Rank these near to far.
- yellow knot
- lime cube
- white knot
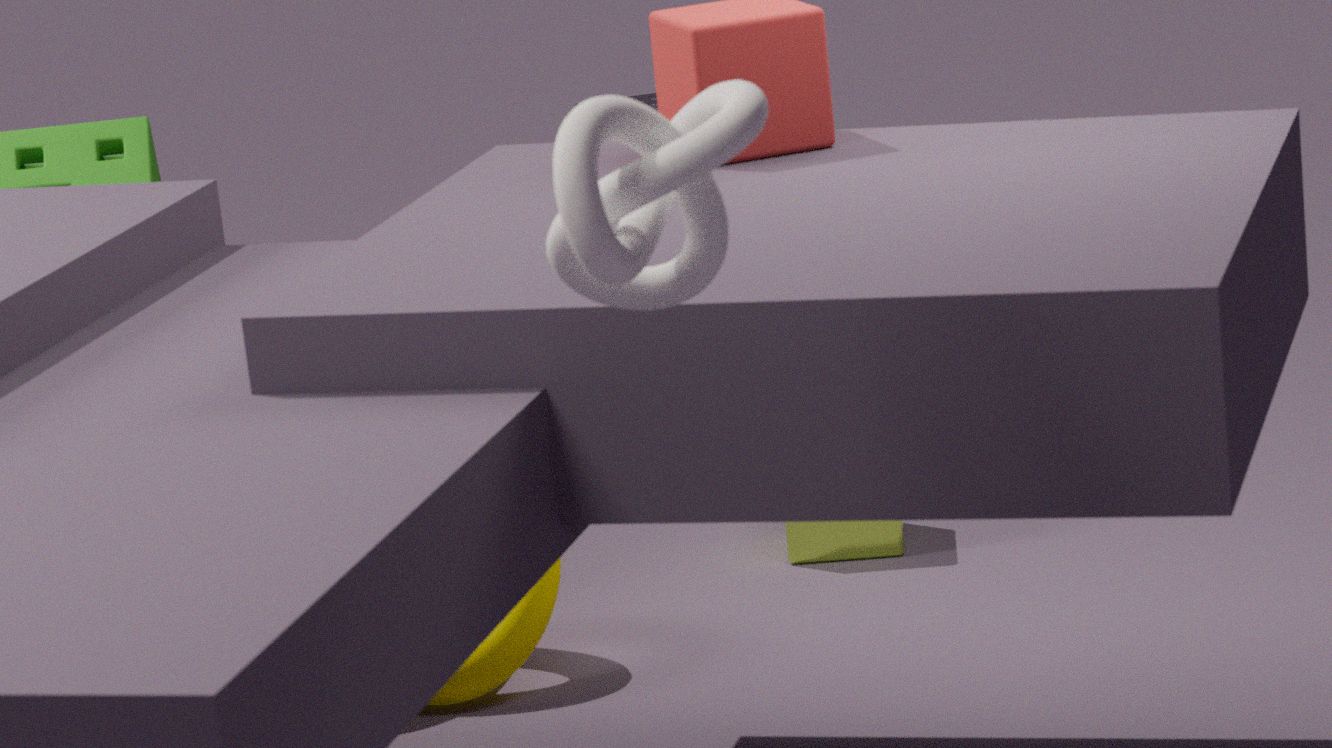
white knot
yellow knot
lime cube
